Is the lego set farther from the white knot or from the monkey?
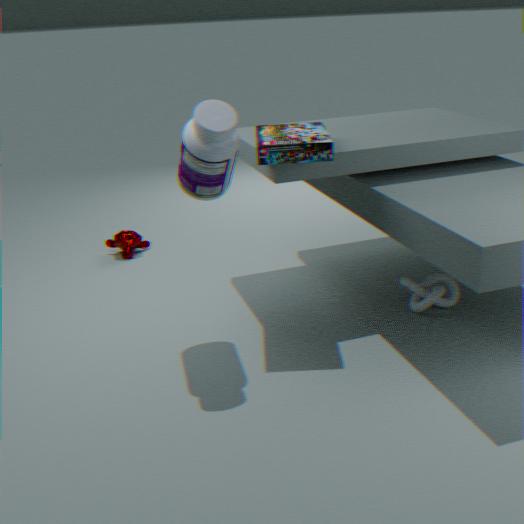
the monkey
